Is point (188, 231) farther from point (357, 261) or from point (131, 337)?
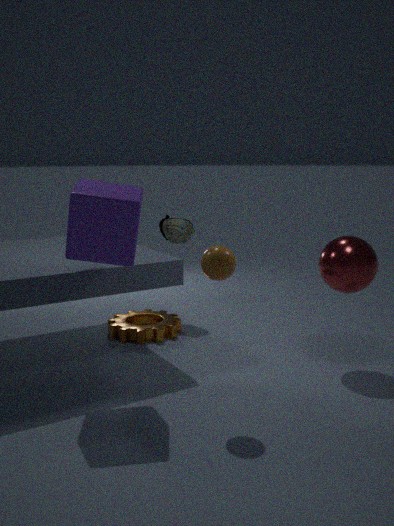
point (357, 261)
